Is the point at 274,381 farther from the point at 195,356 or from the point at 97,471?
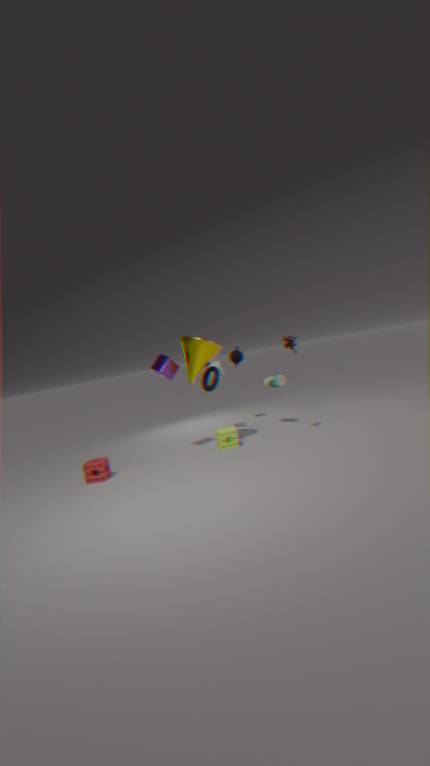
the point at 97,471
